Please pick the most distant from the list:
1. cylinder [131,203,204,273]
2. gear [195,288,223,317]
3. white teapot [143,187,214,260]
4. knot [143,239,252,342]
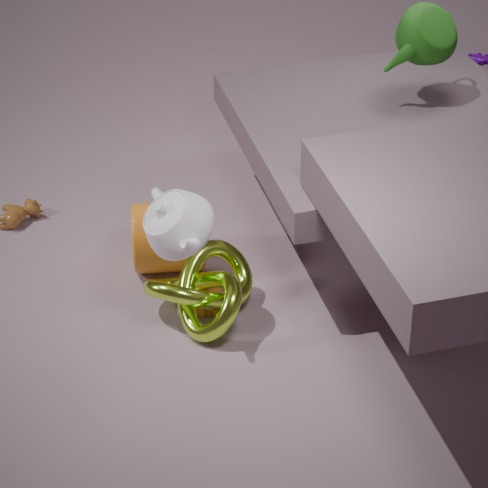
cylinder [131,203,204,273]
